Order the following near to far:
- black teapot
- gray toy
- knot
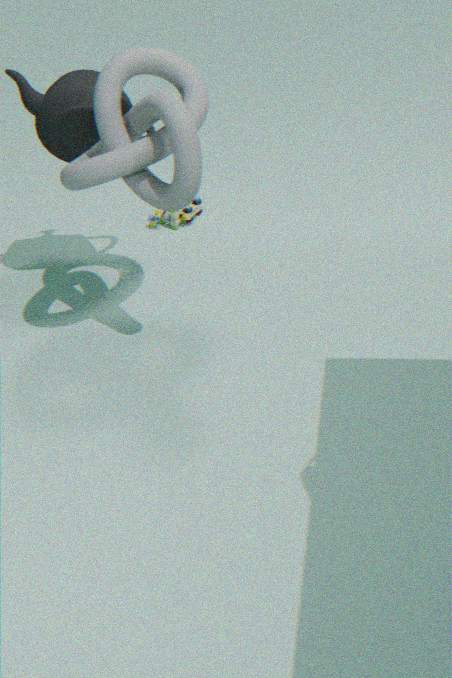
knot < black teapot < gray toy
